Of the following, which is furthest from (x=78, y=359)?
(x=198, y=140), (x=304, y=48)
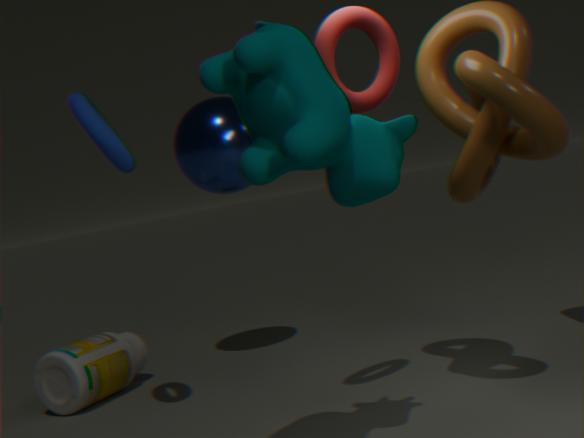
(x=304, y=48)
